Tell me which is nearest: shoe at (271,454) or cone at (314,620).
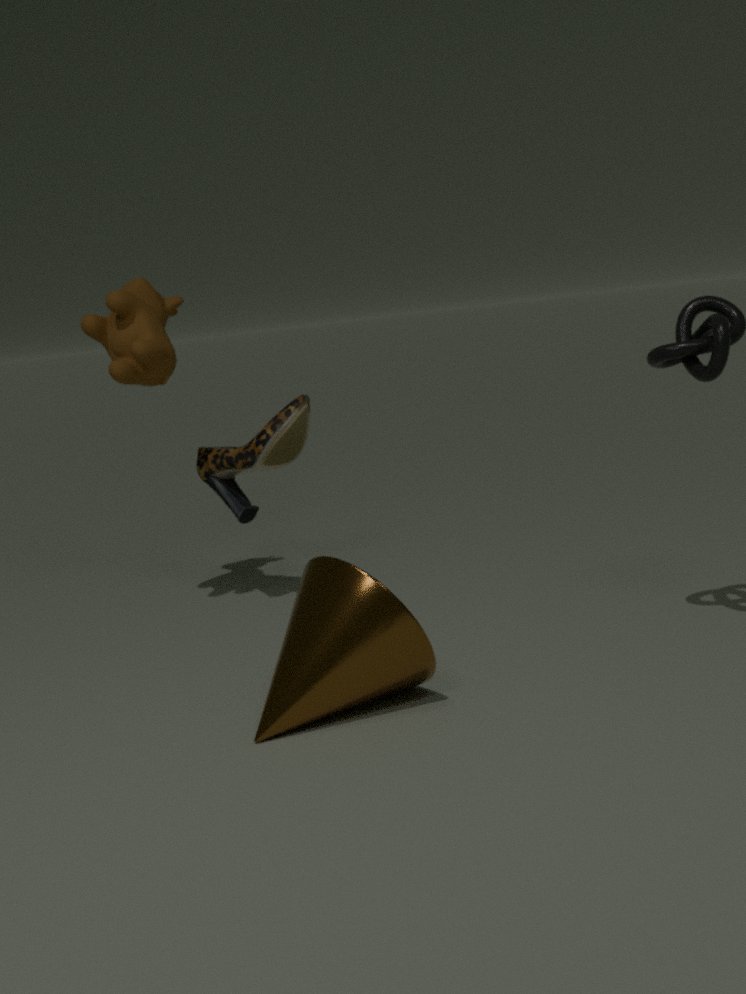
cone at (314,620)
